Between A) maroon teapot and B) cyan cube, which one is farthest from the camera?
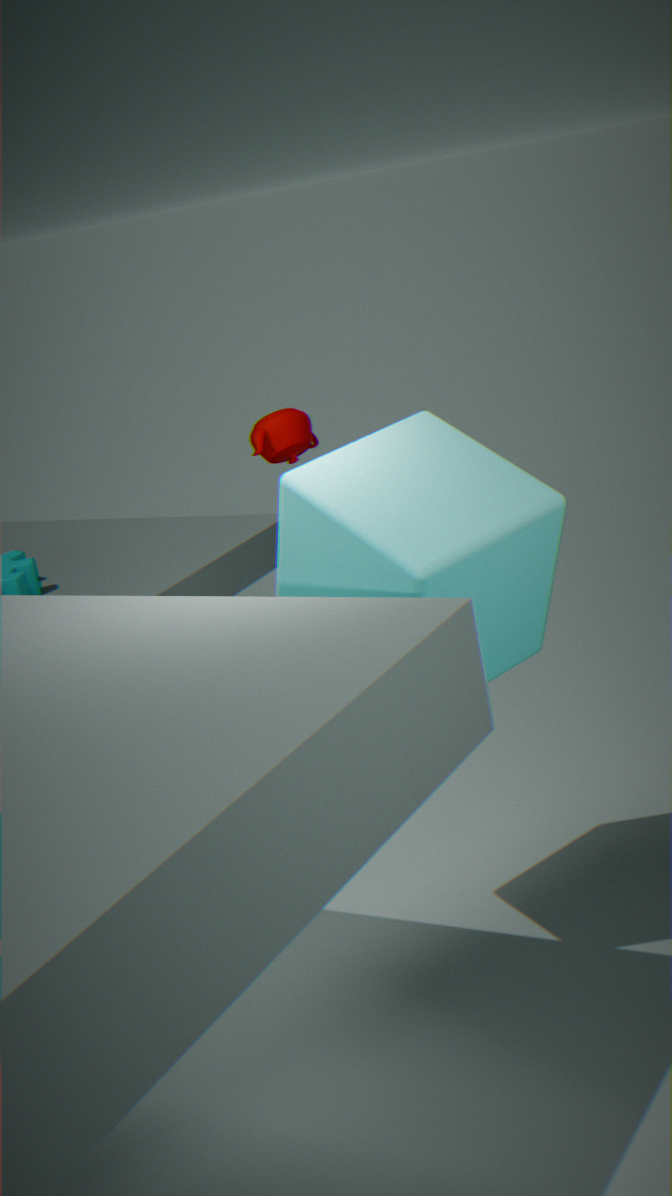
A. maroon teapot
